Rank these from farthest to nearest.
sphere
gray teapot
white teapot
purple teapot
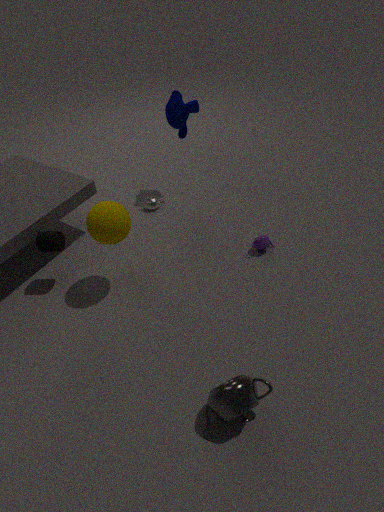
white teapot < purple teapot < sphere < gray teapot
